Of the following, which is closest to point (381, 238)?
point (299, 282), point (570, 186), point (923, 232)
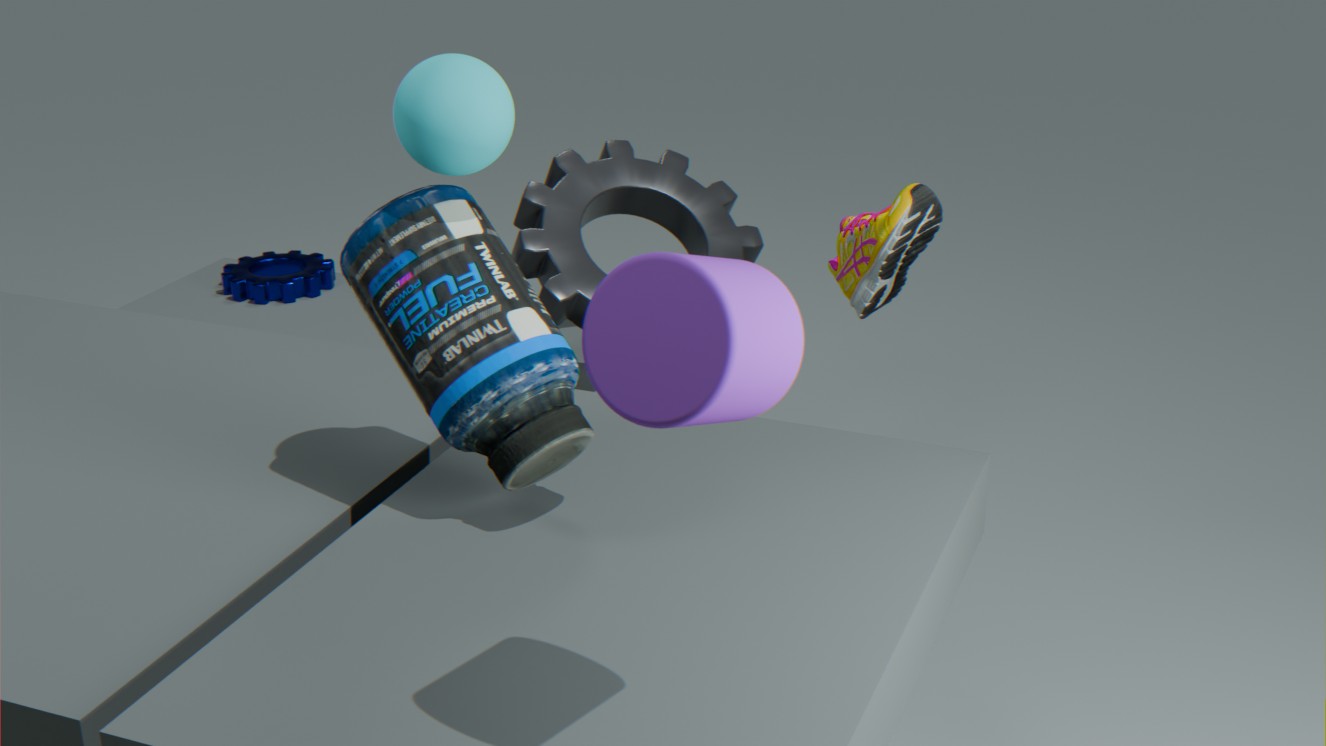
point (923, 232)
